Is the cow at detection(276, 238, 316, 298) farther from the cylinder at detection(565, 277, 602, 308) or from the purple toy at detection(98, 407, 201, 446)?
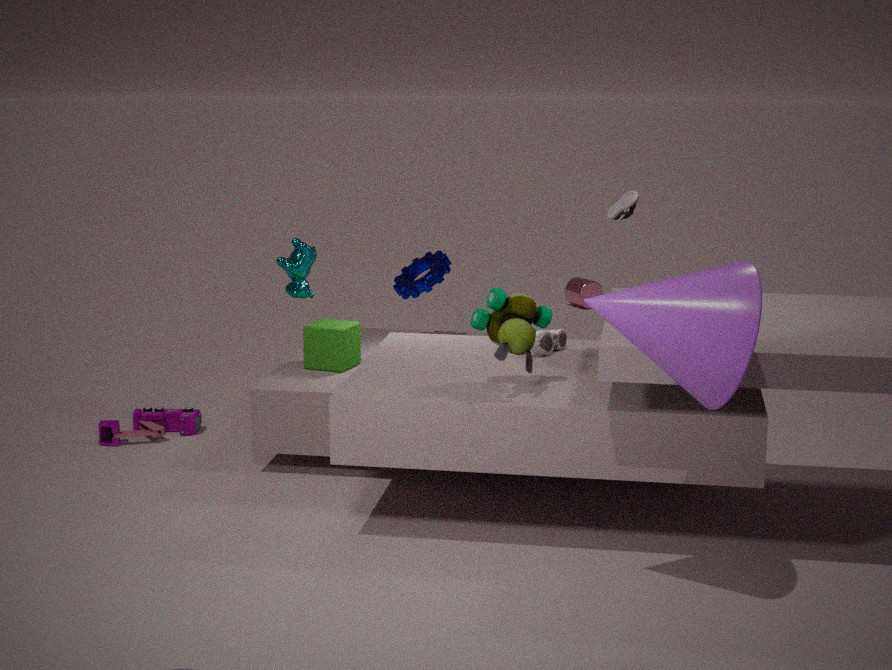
the cylinder at detection(565, 277, 602, 308)
